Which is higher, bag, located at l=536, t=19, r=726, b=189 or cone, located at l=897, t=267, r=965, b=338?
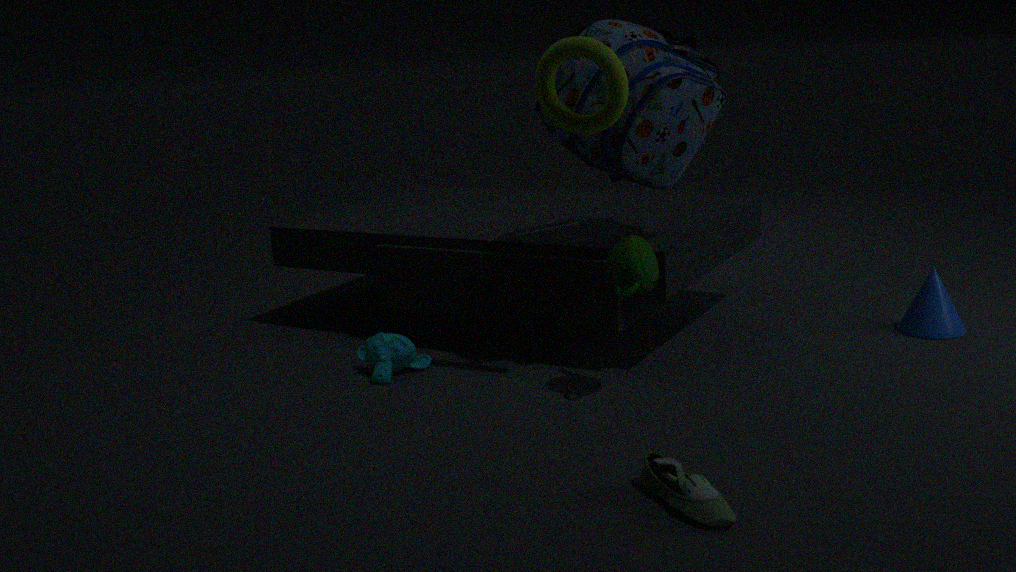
bag, located at l=536, t=19, r=726, b=189
